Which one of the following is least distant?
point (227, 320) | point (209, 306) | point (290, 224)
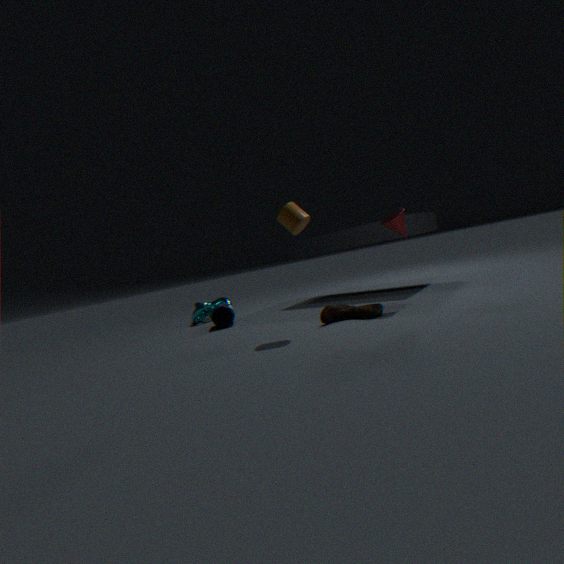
point (290, 224)
